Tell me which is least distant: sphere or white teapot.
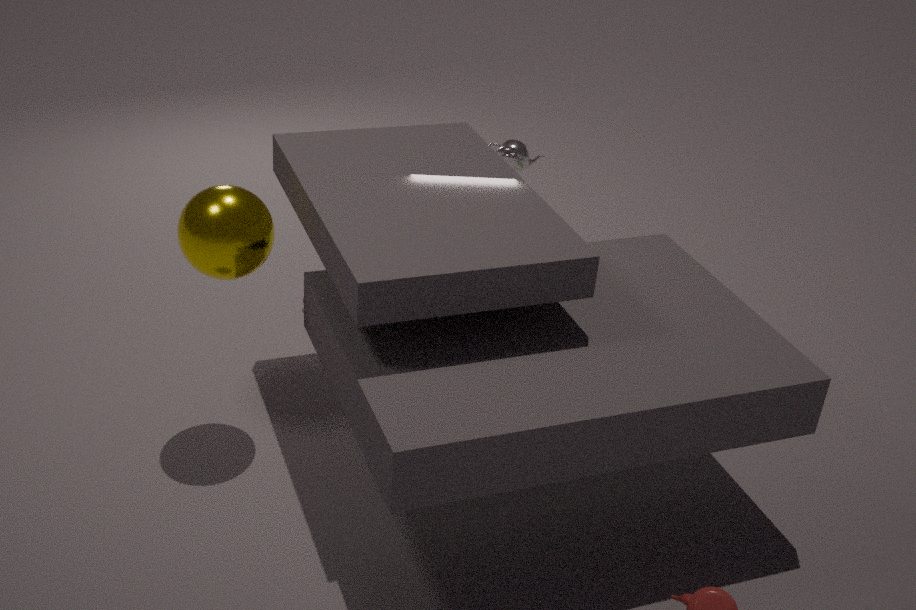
sphere
